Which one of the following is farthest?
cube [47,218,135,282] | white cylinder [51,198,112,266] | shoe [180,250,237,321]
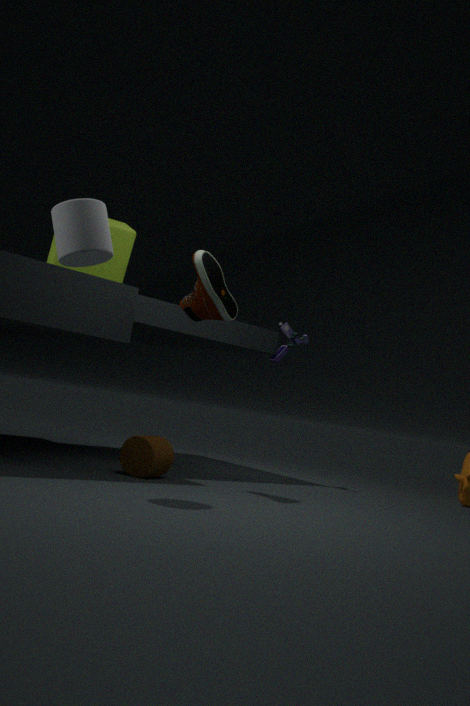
cube [47,218,135,282]
